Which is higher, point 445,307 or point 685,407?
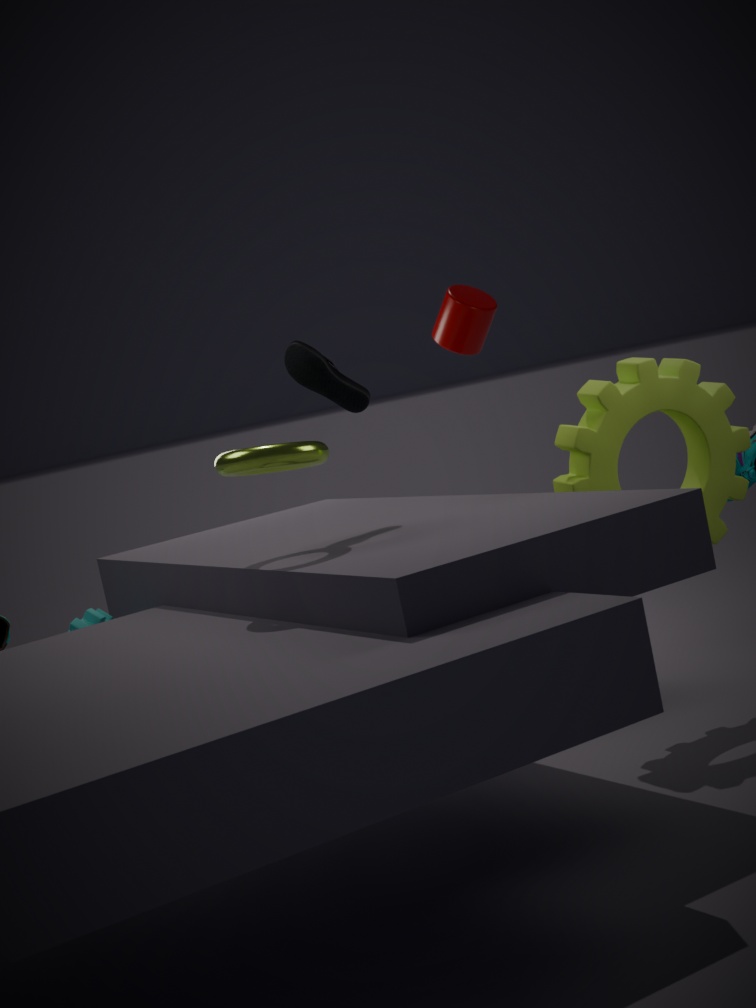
point 445,307
